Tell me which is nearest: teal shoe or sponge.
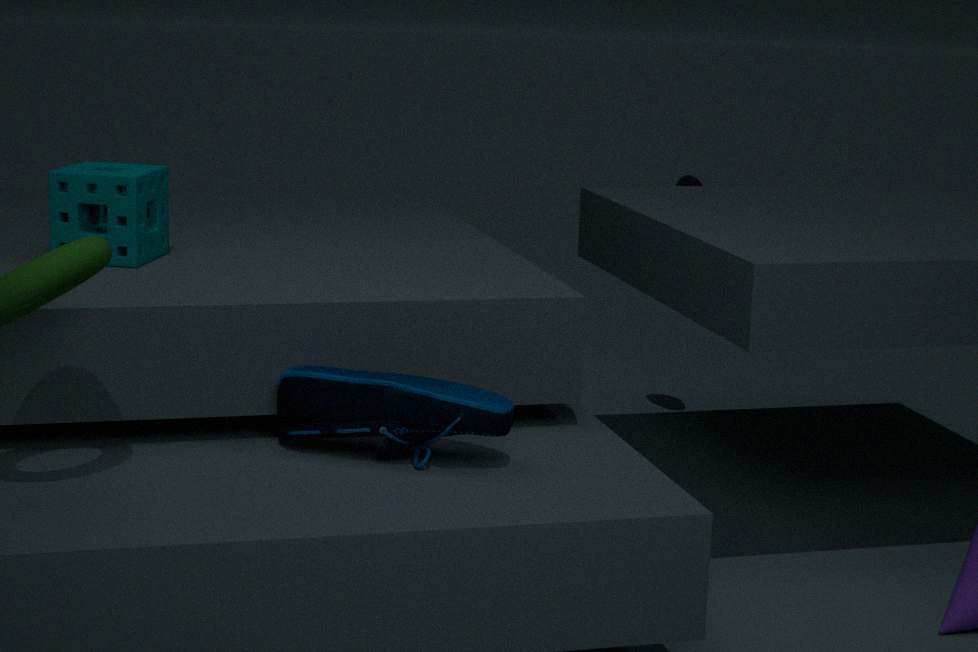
teal shoe
